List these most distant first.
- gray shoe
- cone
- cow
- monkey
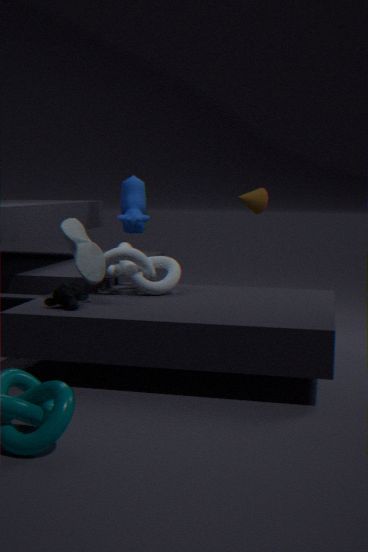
cone, cow, gray shoe, monkey
